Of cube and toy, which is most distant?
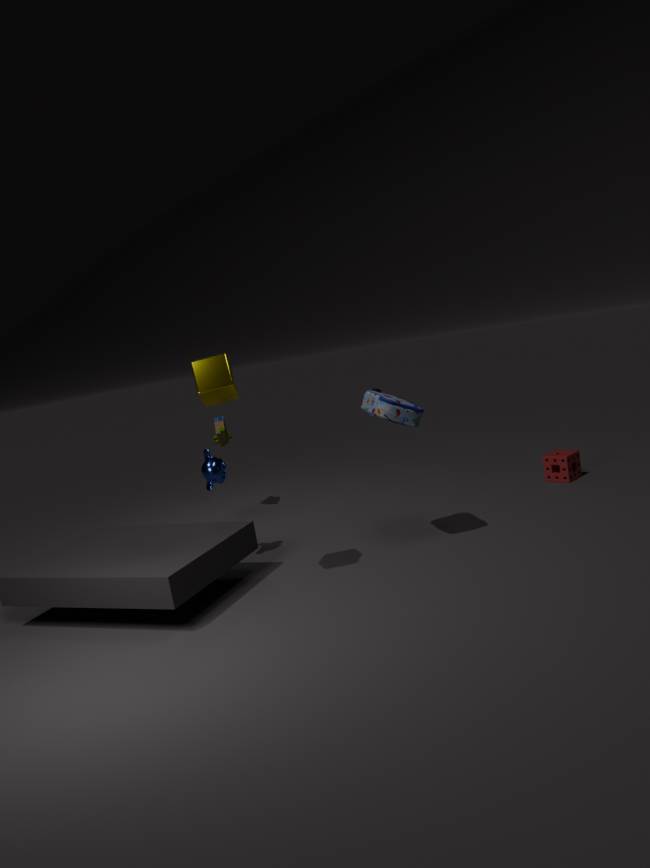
toy
